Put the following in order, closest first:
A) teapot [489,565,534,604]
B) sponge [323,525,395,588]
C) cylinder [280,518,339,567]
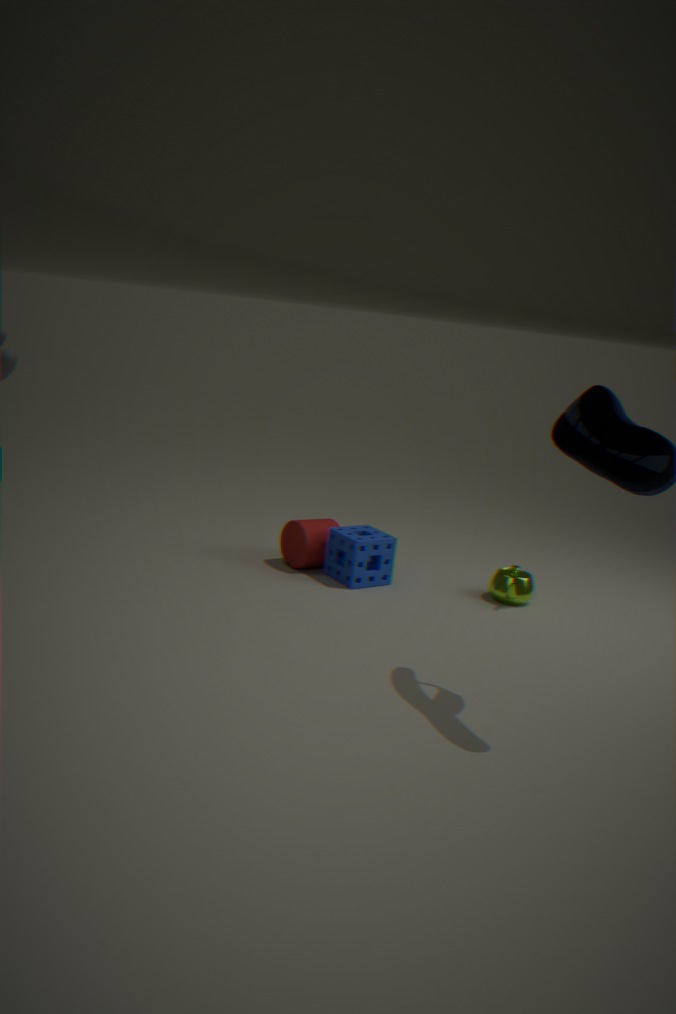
sponge [323,525,395,588], teapot [489,565,534,604], cylinder [280,518,339,567]
